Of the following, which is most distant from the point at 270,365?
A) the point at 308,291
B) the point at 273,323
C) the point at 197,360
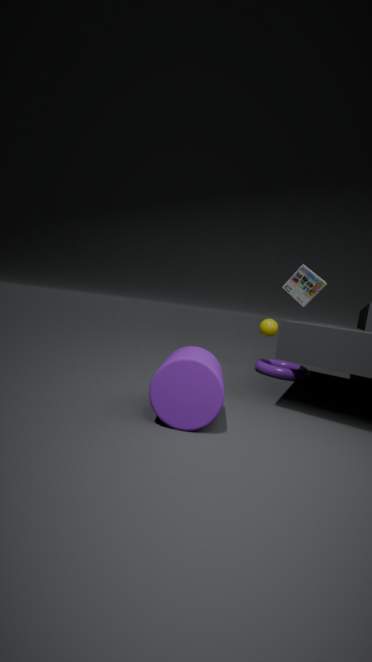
the point at 197,360
